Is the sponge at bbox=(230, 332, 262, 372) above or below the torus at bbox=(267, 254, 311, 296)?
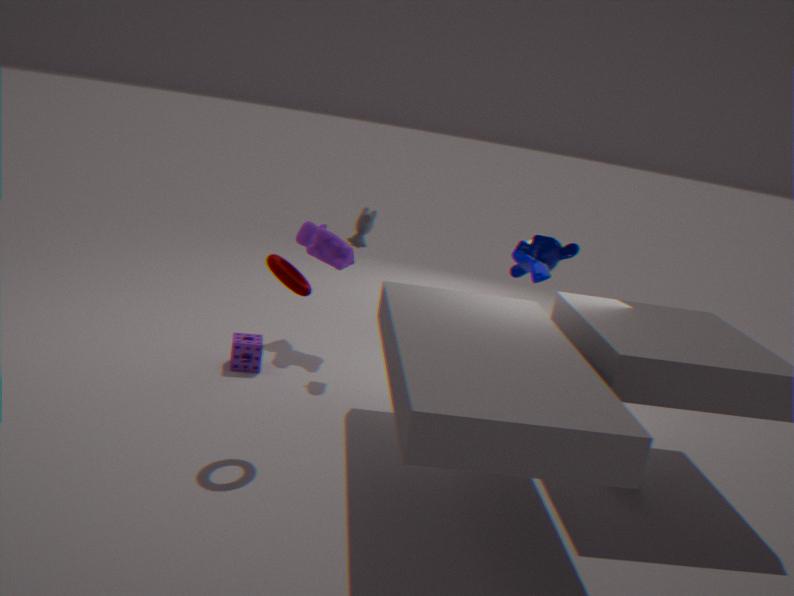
below
